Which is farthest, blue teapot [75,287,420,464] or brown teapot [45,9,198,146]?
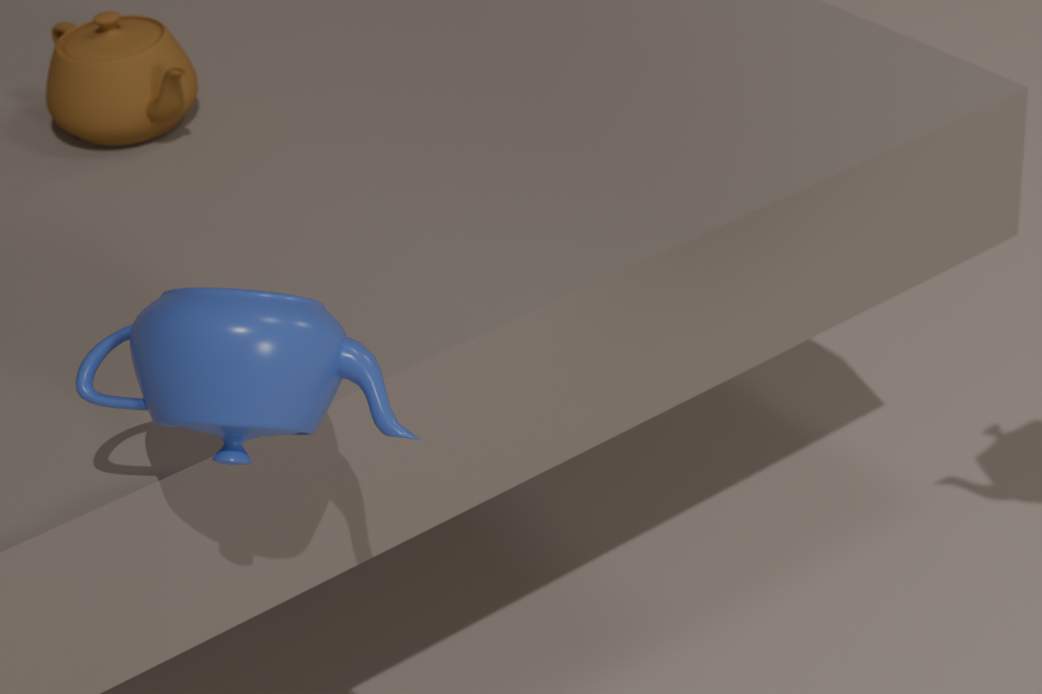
brown teapot [45,9,198,146]
